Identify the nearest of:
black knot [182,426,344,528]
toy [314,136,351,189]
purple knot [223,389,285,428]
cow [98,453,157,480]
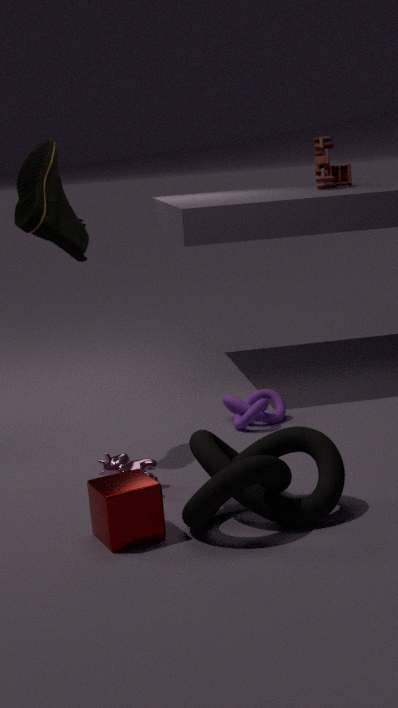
black knot [182,426,344,528]
